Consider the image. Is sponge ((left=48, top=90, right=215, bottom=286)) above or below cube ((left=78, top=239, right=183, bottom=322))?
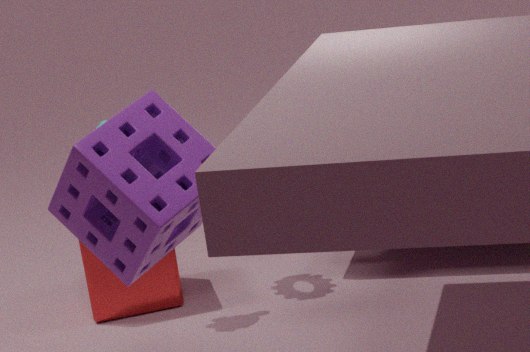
above
